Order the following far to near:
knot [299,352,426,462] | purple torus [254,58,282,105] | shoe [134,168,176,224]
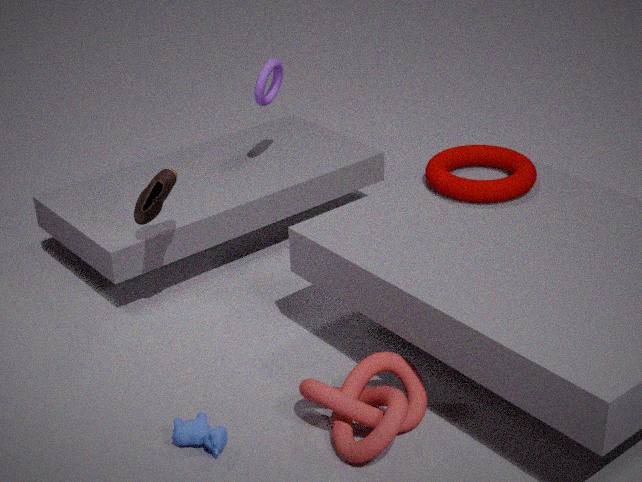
purple torus [254,58,282,105] → shoe [134,168,176,224] → knot [299,352,426,462]
